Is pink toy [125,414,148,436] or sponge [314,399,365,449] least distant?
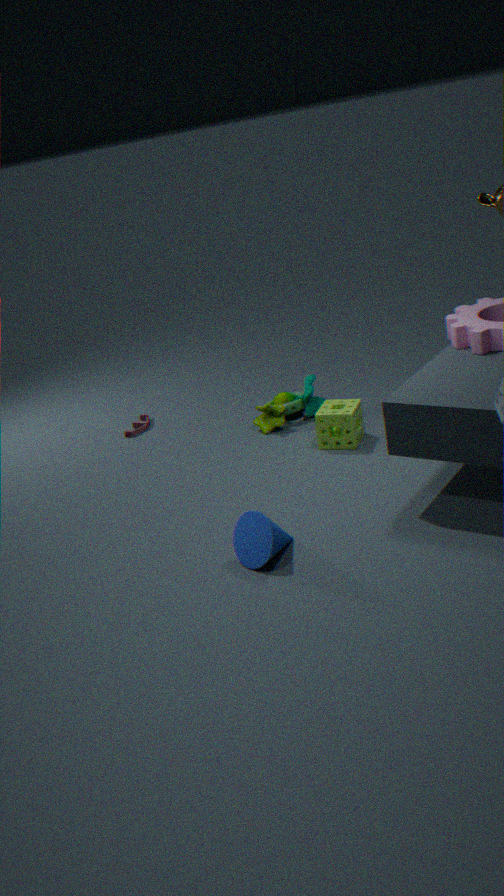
sponge [314,399,365,449]
